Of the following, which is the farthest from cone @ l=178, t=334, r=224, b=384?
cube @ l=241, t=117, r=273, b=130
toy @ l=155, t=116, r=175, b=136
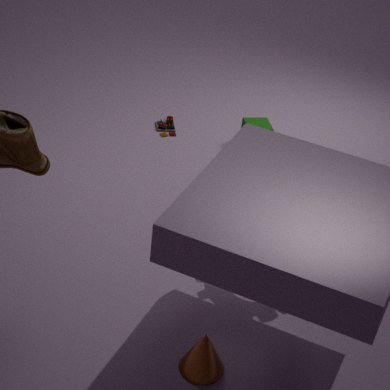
toy @ l=155, t=116, r=175, b=136
